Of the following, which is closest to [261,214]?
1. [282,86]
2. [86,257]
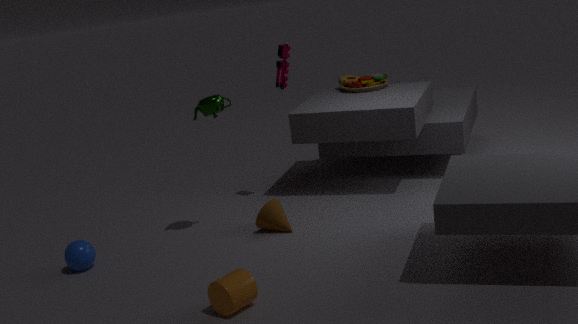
[282,86]
